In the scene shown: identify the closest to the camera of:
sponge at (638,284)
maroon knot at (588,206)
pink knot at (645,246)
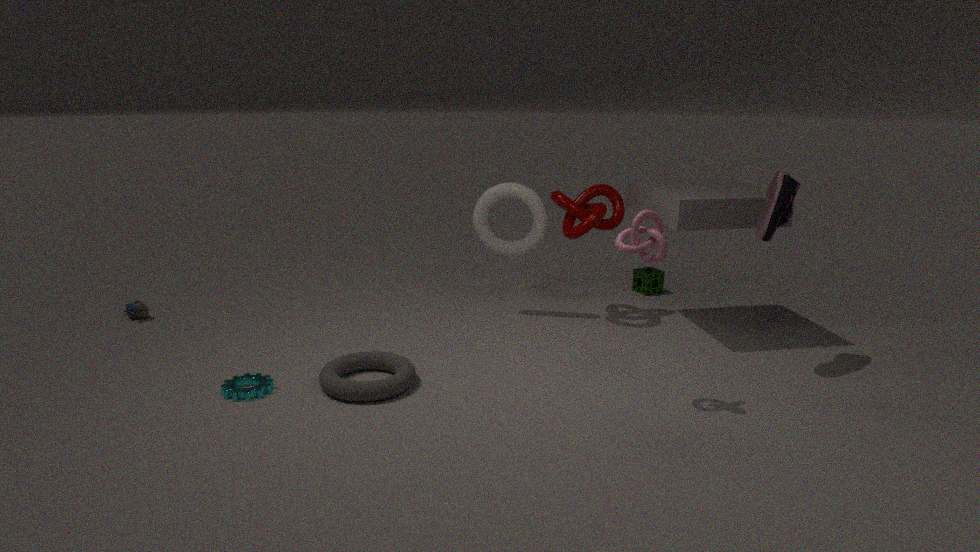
pink knot at (645,246)
